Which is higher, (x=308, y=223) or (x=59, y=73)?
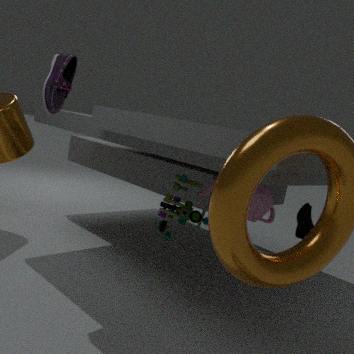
(x=59, y=73)
